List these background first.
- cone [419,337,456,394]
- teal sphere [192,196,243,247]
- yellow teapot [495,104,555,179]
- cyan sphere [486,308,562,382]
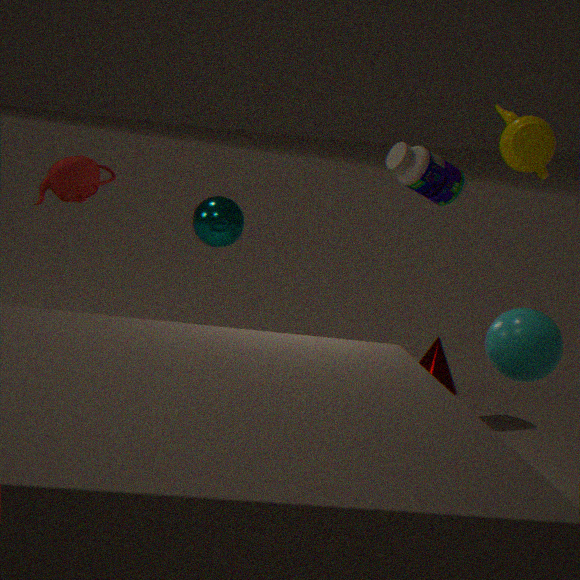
cone [419,337,456,394] < teal sphere [192,196,243,247] < yellow teapot [495,104,555,179] < cyan sphere [486,308,562,382]
